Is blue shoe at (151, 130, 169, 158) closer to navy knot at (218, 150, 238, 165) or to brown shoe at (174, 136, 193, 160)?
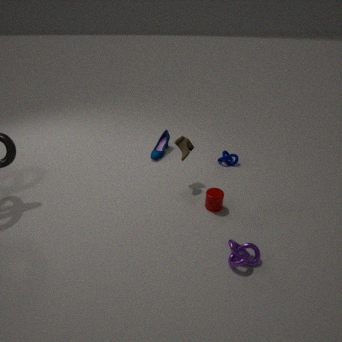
brown shoe at (174, 136, 193, 160)
